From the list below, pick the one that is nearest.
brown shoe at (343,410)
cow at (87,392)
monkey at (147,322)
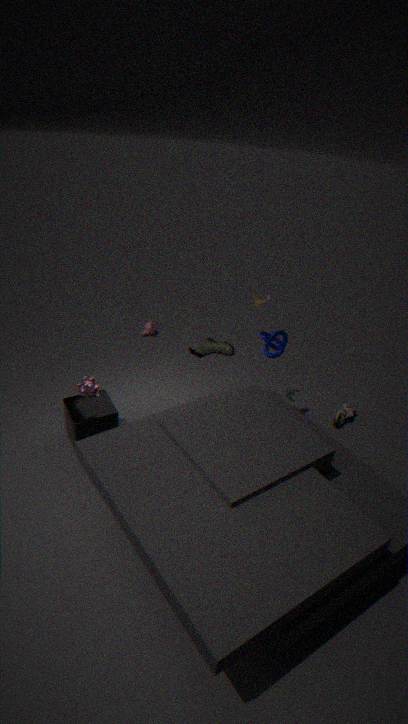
cow at (87,392)
